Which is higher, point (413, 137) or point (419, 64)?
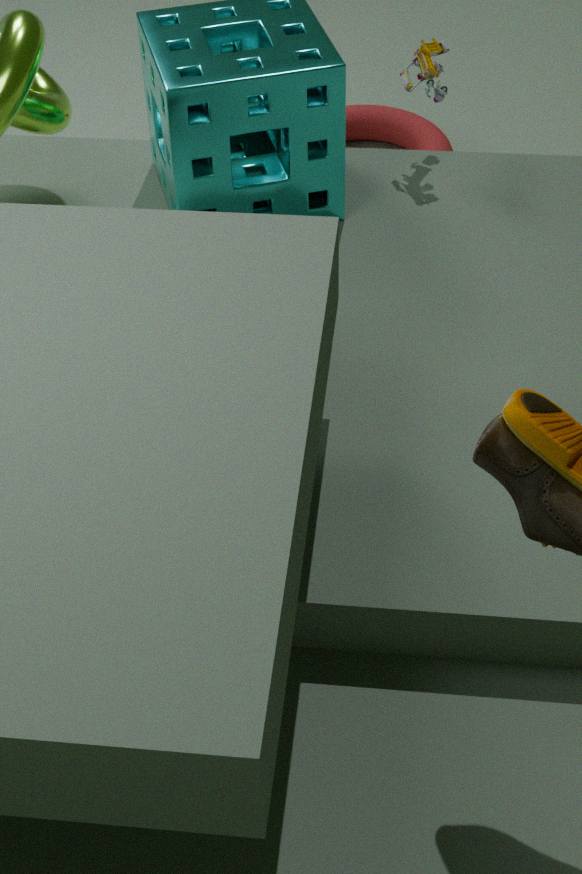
point (419, 64)
